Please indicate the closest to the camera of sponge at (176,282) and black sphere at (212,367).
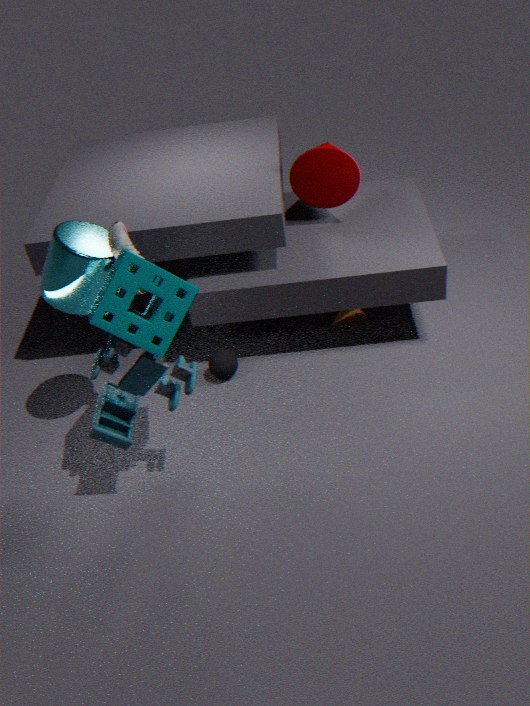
sponge at (176,282)
